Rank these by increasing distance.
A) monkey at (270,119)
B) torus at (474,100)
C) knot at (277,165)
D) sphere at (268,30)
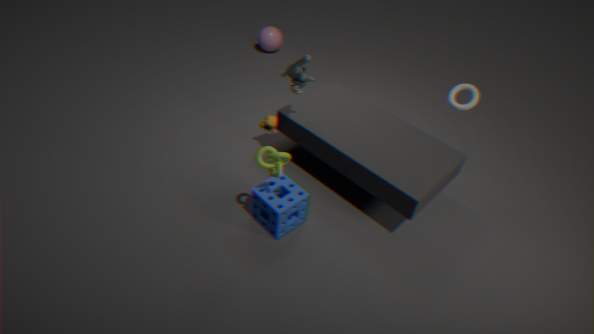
knot at (277,165) → torus at (474,100) → monkey at (270,119) → sphere at (268,30)
